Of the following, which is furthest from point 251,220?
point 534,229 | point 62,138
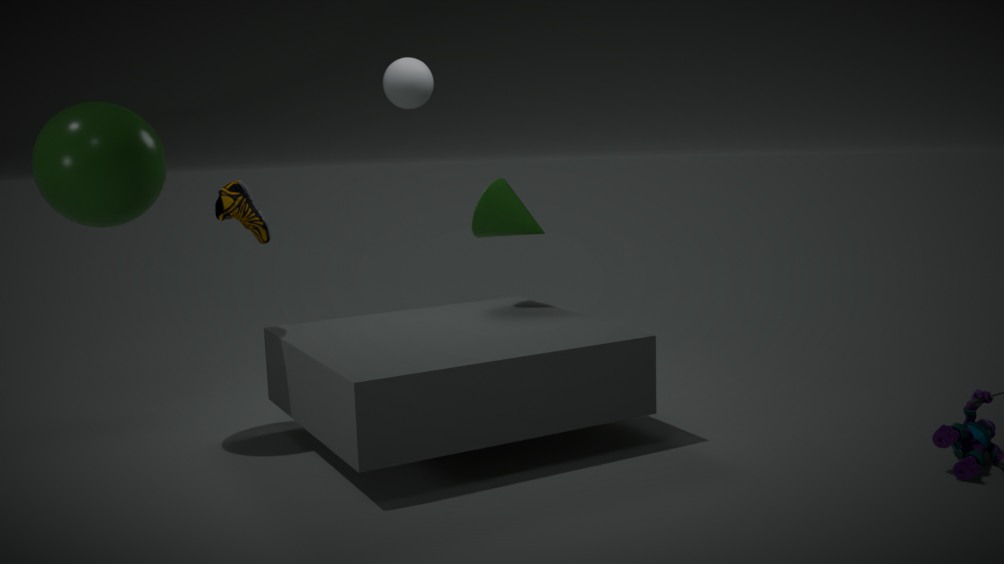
point 534,229
